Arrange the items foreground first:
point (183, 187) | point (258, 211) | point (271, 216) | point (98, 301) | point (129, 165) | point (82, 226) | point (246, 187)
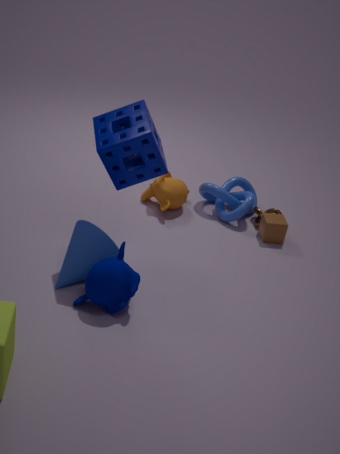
point (98, 301)
point (129, 165)
point (82, 226)
point (271, 216)
point (183, 187)
point (258, 211)
point (246, 187)
